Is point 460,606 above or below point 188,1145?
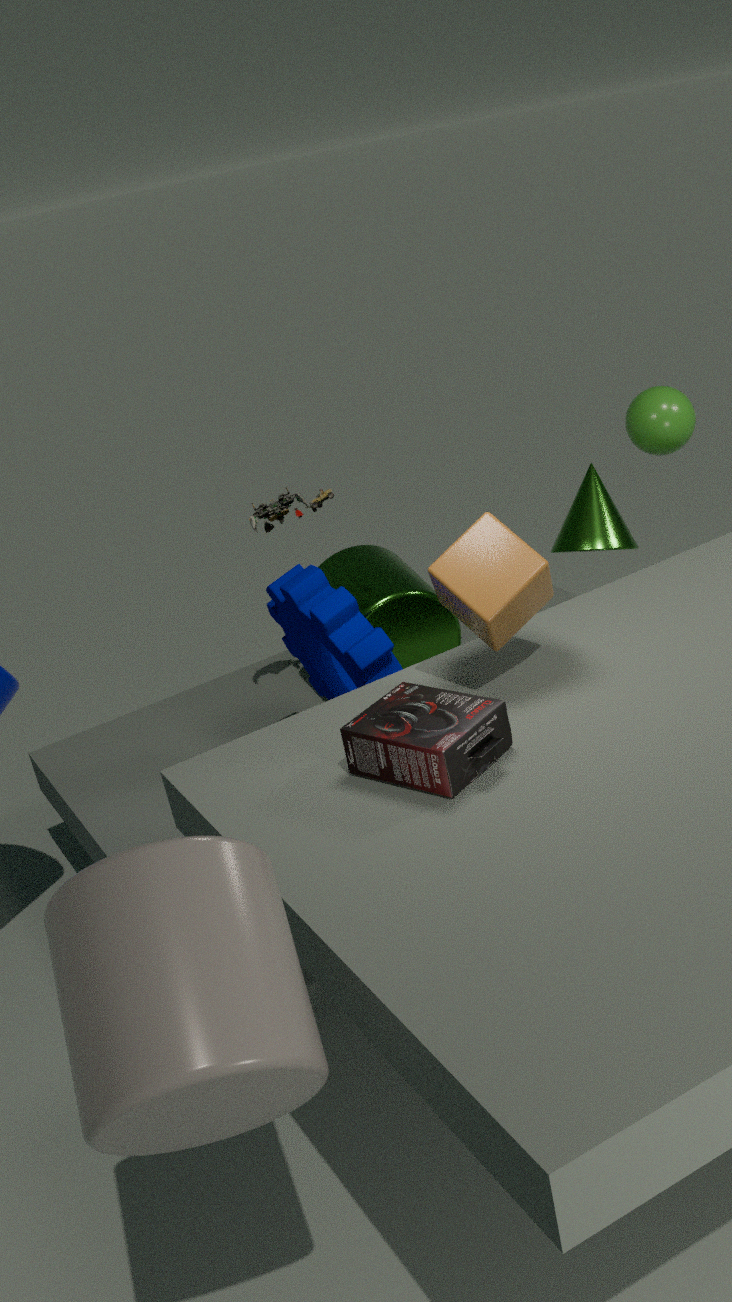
above
